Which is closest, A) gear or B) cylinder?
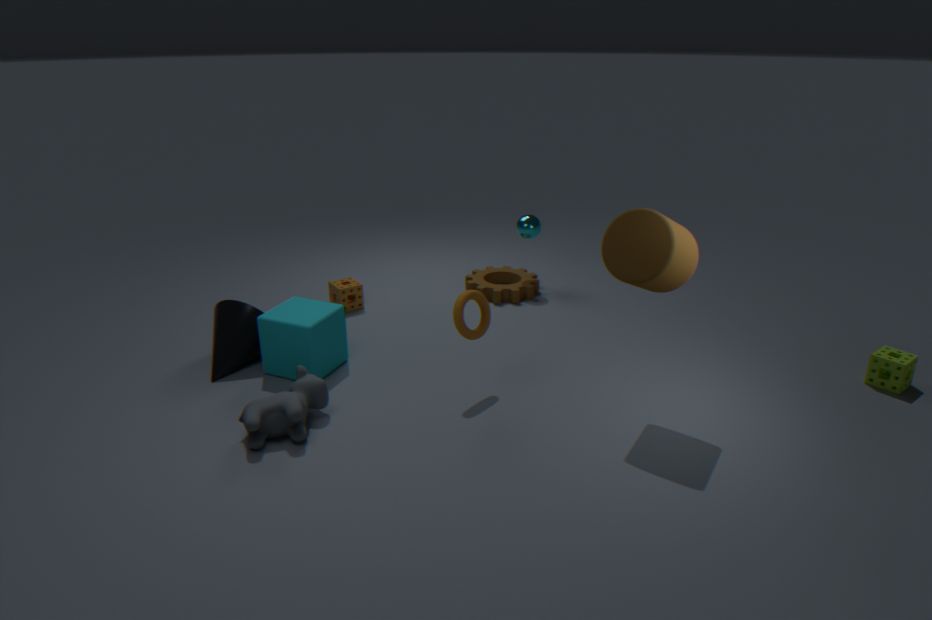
B. cylinder
